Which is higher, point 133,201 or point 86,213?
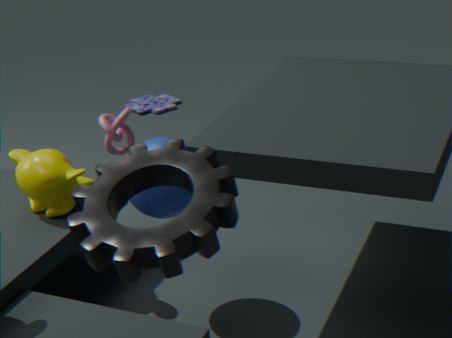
point 86,213
